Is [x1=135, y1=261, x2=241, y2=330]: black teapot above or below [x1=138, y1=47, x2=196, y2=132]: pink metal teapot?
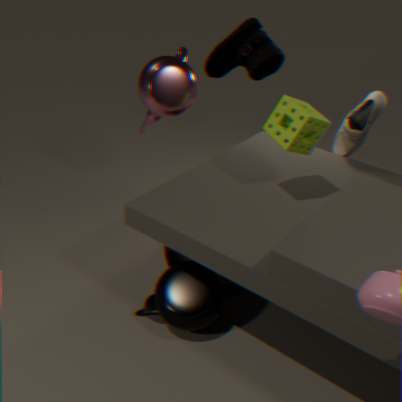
below
